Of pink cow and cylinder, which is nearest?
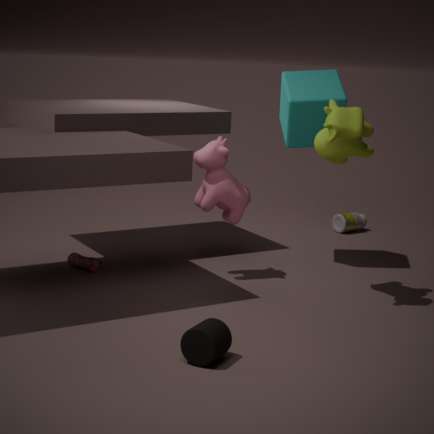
cylinder
